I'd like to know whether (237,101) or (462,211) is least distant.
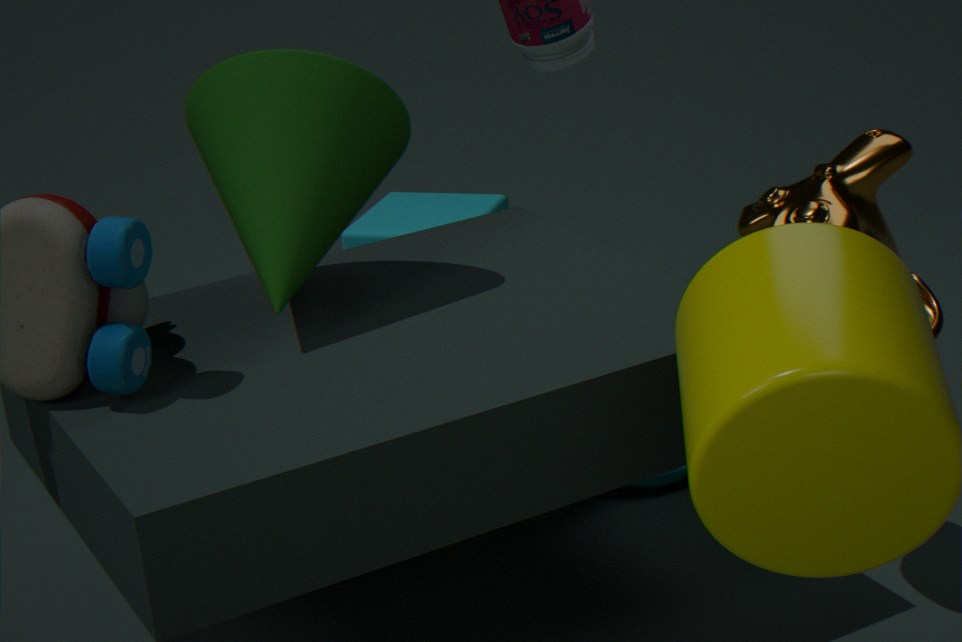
(237,101)
